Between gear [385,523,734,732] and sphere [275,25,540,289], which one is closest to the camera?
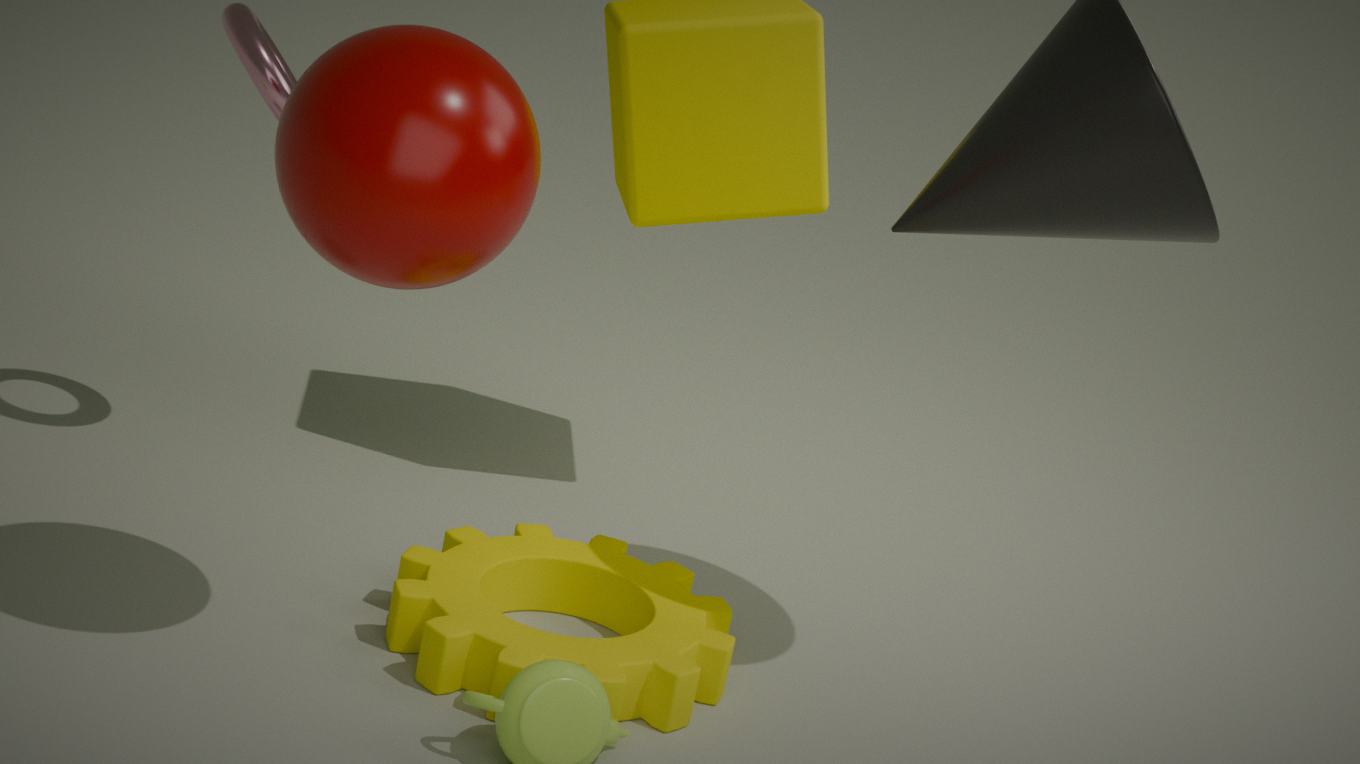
sphere [275,25,540,289]
